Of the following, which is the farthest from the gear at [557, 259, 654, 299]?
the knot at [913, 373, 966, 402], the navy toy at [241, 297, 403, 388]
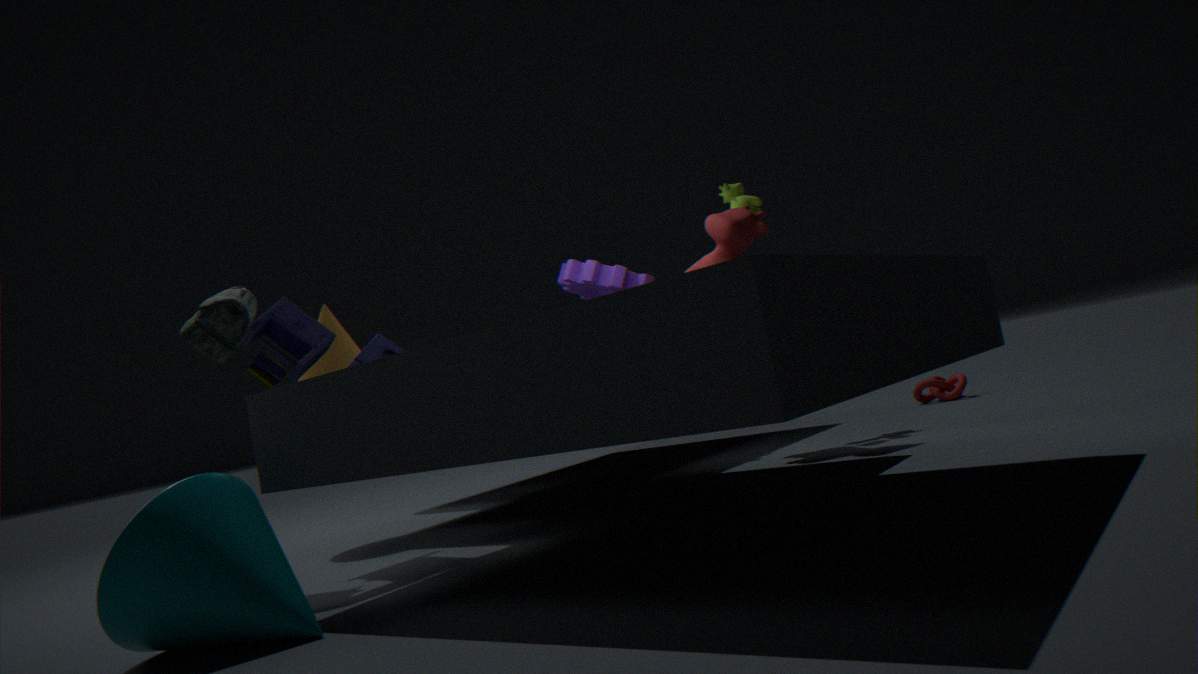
the knot at [913, 373, 966, 402]
